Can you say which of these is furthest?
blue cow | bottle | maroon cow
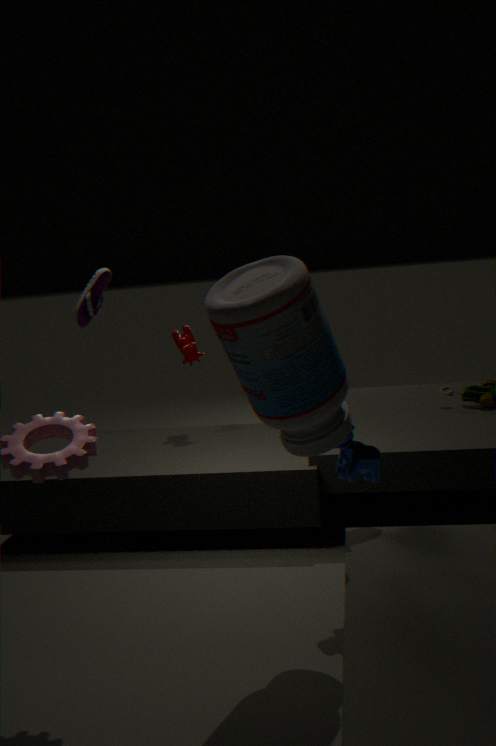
maroon cow
